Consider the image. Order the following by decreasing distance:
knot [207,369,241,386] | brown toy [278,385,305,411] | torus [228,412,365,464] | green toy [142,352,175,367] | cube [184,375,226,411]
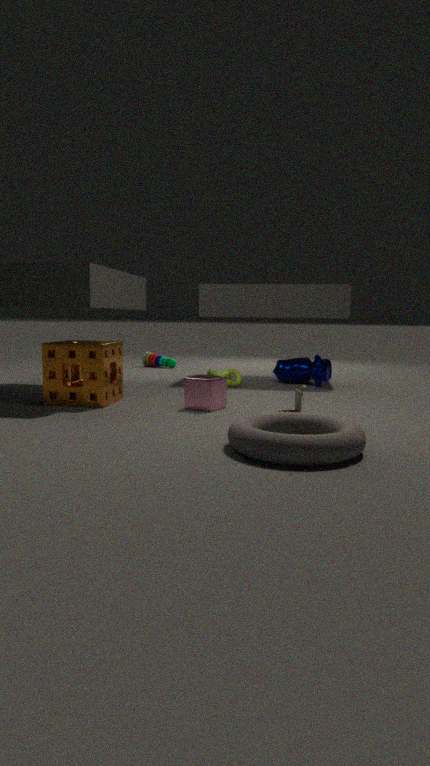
green toy [142,352,175,367]
knot [207,369,241,386]
cube [184,375,226,411]
brown toy [278,385,305,411]
torus [228,412,365,464]
